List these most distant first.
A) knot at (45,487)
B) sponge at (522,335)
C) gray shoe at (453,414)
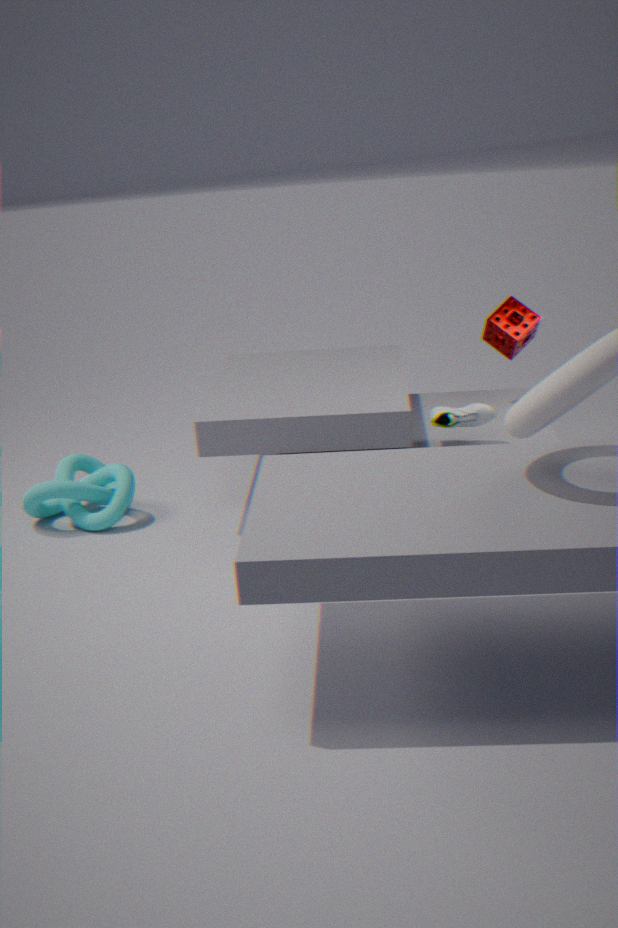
1. sponge at (522,335)
2. knot at (45,487)
3. gray shoe at (453,414)
